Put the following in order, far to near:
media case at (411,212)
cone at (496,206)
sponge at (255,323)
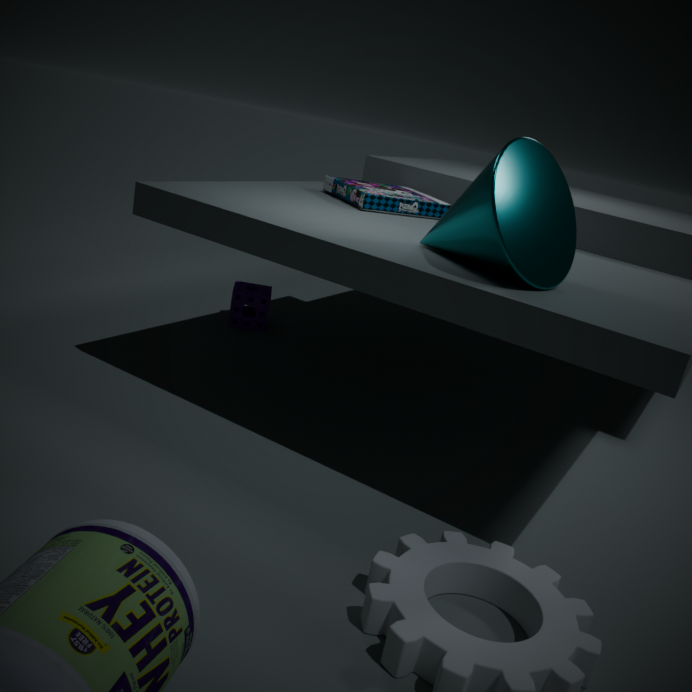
sponge at (255,323)
media case at (411,212)
cone at (496,206)
